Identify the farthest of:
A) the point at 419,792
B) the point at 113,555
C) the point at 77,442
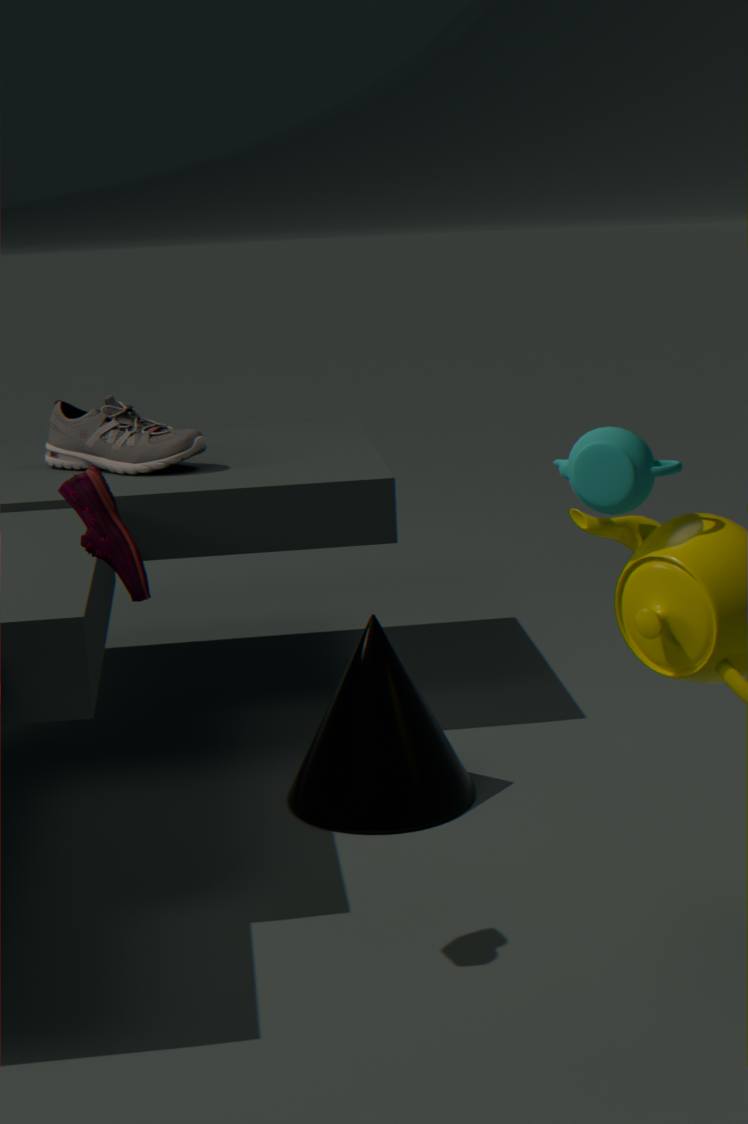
the point at 77,442
